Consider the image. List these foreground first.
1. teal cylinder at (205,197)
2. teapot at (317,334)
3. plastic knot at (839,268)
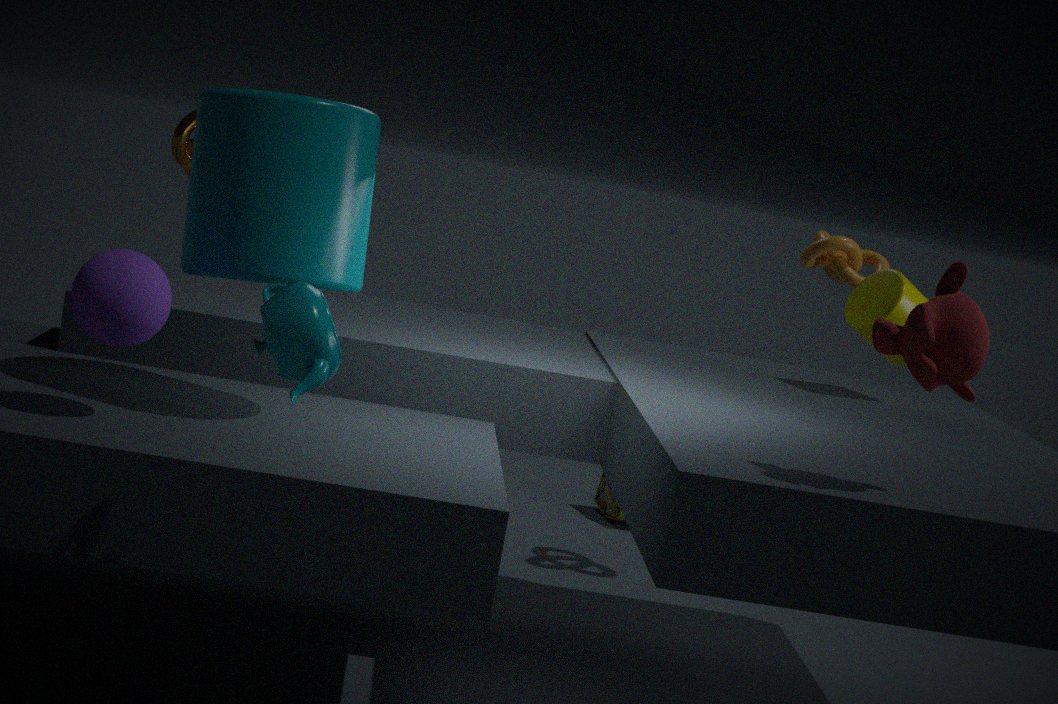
teapot at (317,334) → teal cylinder at (205,197) → plastic knot at (839,268)
